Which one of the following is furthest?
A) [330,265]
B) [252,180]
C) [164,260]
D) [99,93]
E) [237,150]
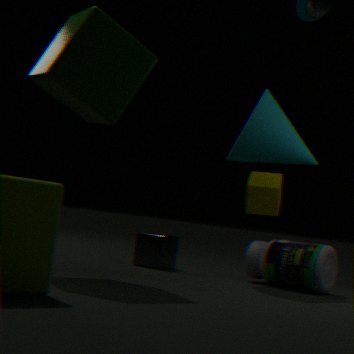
[252,180]
